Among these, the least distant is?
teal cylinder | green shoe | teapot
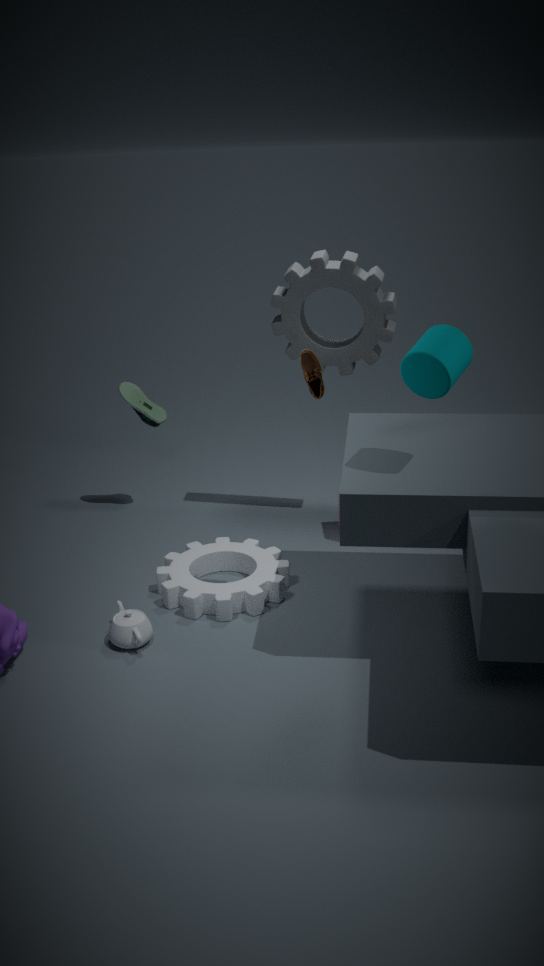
teal cylinder
